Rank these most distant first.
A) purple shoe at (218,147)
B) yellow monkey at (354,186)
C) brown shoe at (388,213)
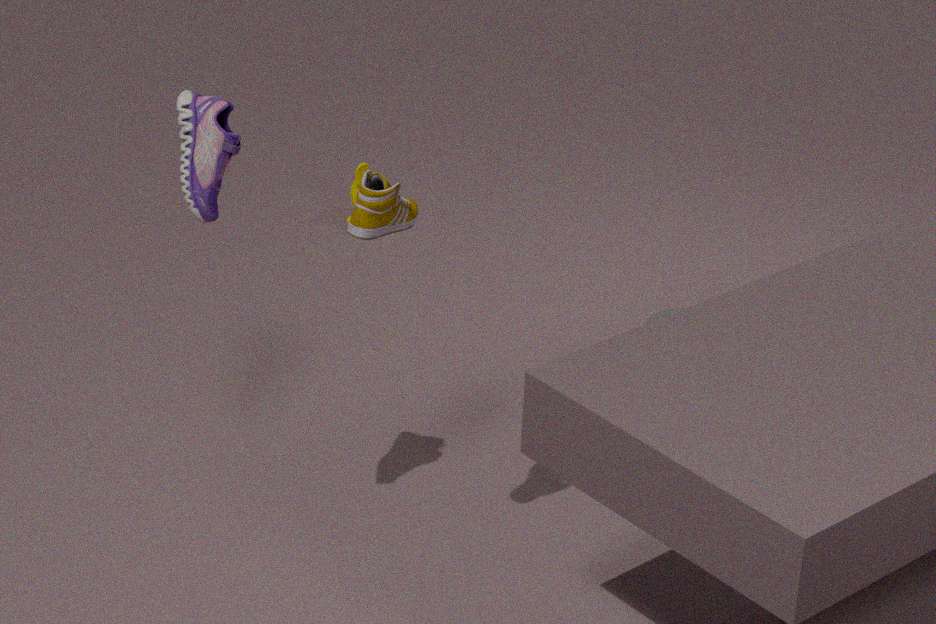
1. yellow monkey at (354,186)
2. purple shoe at (218,147)
3. brown shoe at (388,213)
